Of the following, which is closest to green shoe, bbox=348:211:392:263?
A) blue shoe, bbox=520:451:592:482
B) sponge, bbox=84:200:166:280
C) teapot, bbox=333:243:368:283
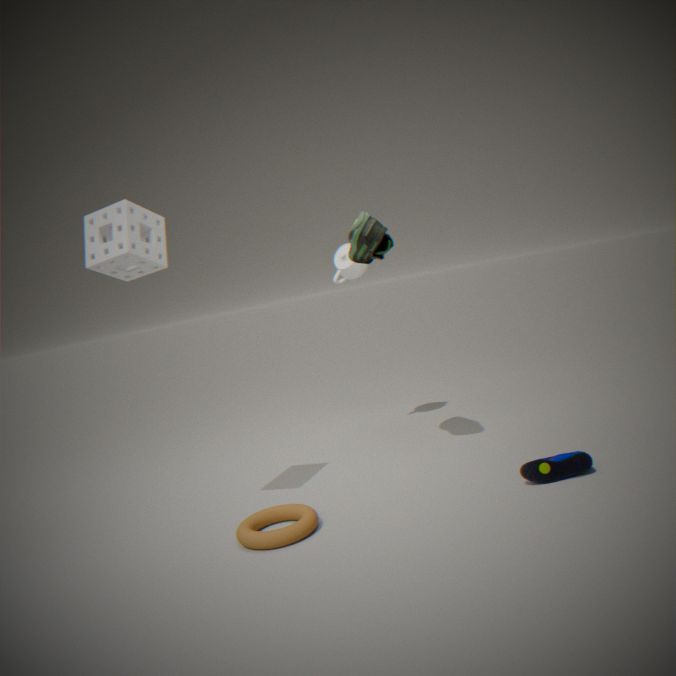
teapot, bbox=333:243:368:283
